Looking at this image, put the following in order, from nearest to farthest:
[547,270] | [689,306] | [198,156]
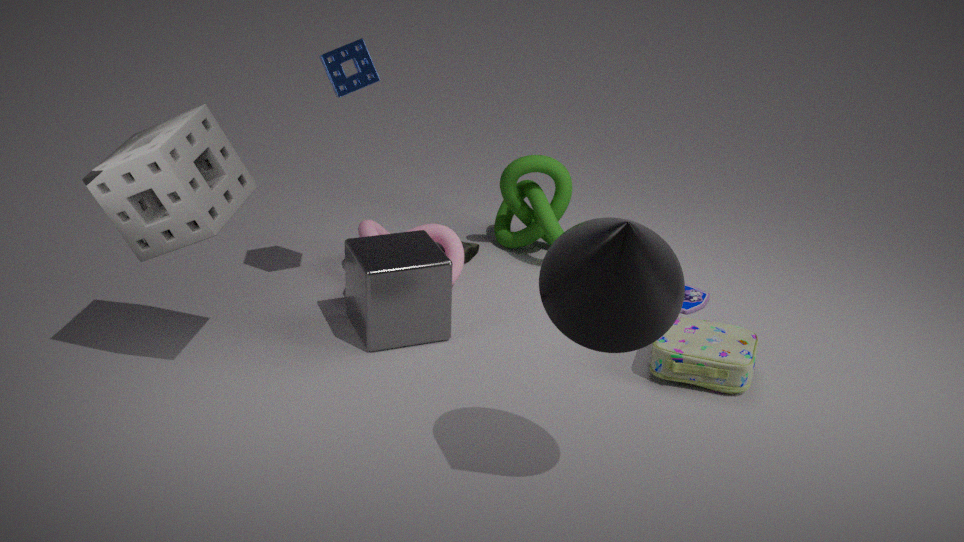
1. [547,270]
2. [198,156]
3. [689,306]
